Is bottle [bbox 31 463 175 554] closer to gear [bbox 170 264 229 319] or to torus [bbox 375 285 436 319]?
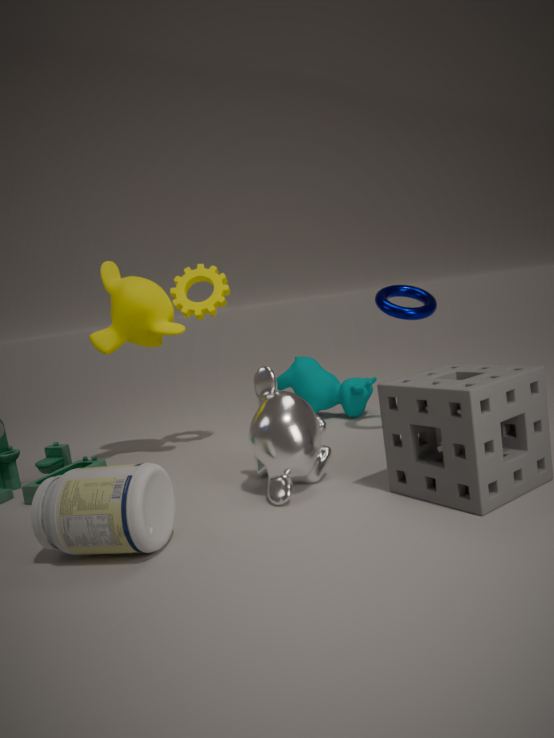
gear [bbox 170 264 229 319]
